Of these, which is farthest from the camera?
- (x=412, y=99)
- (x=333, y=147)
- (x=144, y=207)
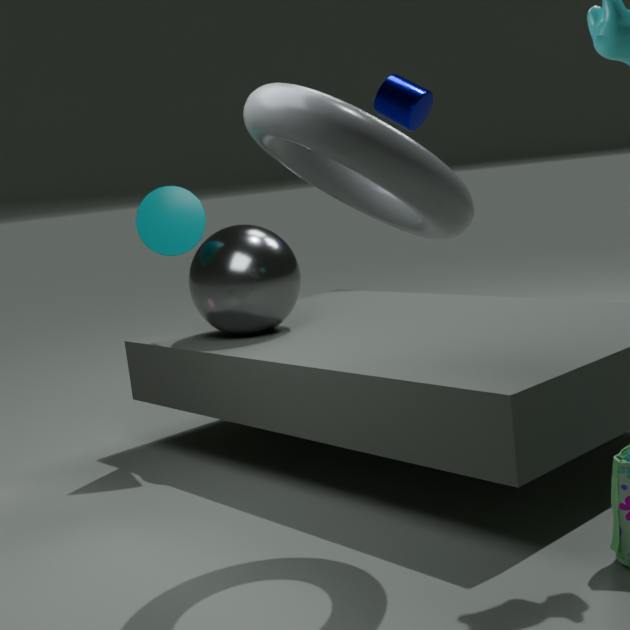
(x=412, y=99)
